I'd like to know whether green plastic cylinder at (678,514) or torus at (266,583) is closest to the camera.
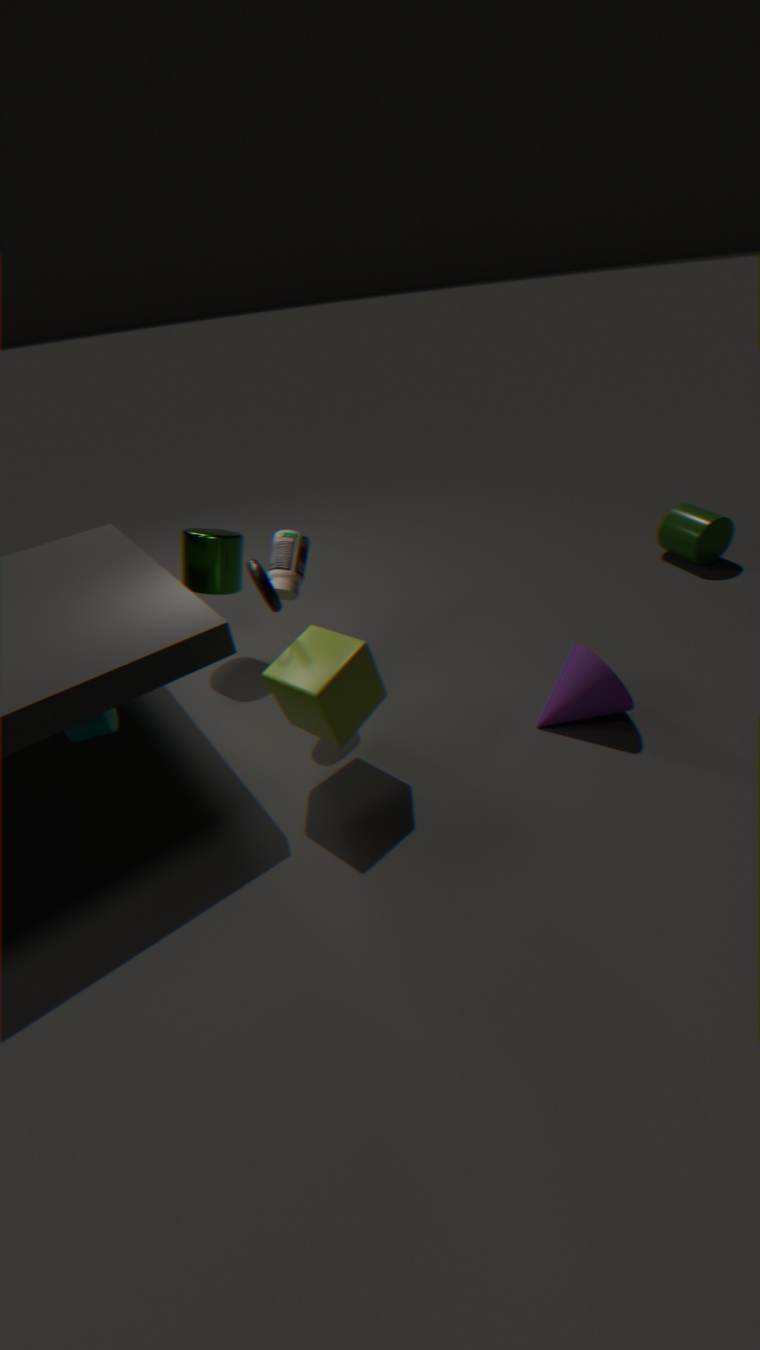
torus at (266,583)
